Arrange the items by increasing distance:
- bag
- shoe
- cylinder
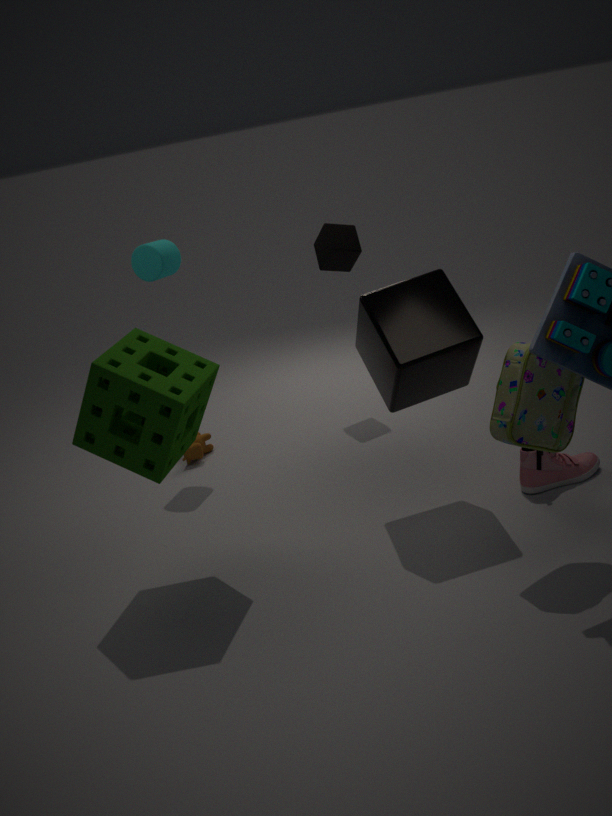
1. bag
2. shoe
3. cylinder
